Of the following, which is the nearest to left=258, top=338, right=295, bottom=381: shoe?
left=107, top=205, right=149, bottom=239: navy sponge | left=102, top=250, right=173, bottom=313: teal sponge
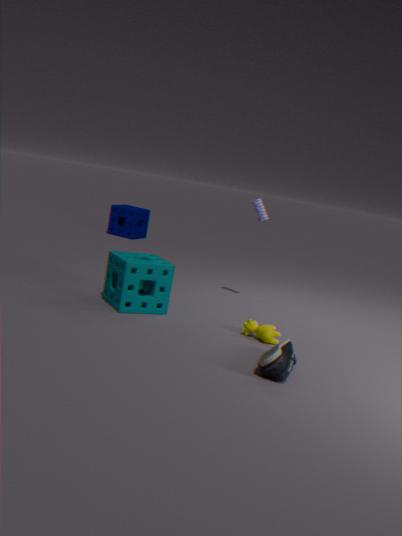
left=102, top=250, right=173, bottom=313: teal sponge
